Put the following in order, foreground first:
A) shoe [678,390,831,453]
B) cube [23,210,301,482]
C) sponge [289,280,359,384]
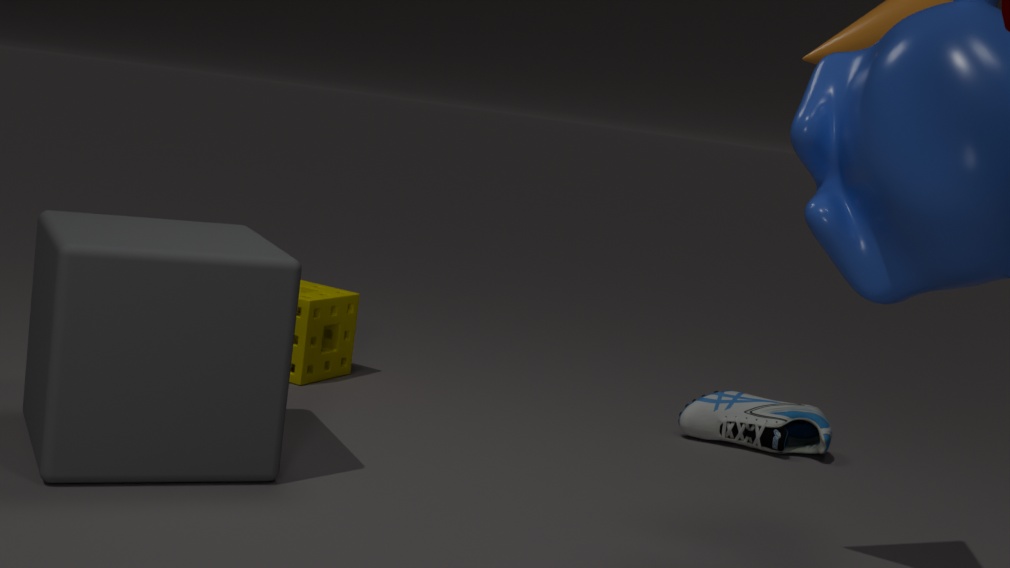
1. cube [23,210,301,482]
2. shoe [678,390,831,453]
3. sponge [289,280,359,384]
